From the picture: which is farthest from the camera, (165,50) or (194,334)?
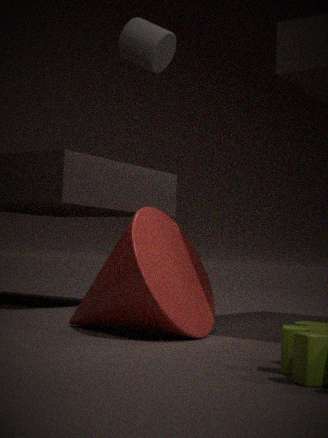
(165,50)
